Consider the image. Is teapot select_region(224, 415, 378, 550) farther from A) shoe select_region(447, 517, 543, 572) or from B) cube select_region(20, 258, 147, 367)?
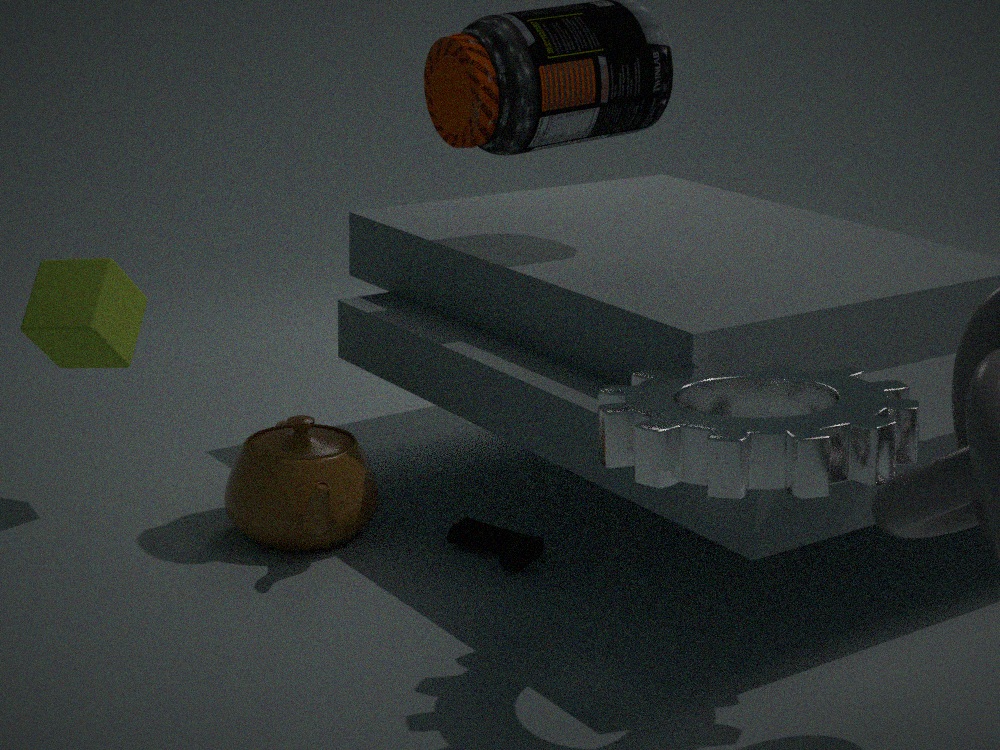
B) cube select_region(20, 258, 147, 367)
